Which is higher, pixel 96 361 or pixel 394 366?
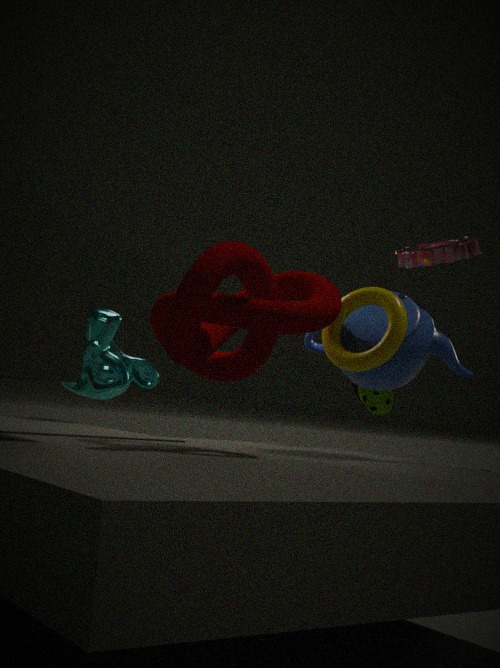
pixel 394 366
